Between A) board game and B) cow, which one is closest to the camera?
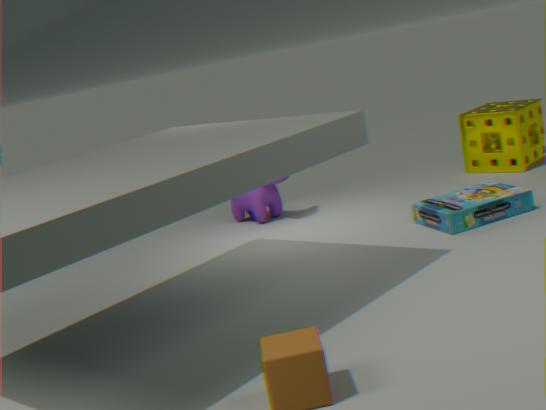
A. board game
